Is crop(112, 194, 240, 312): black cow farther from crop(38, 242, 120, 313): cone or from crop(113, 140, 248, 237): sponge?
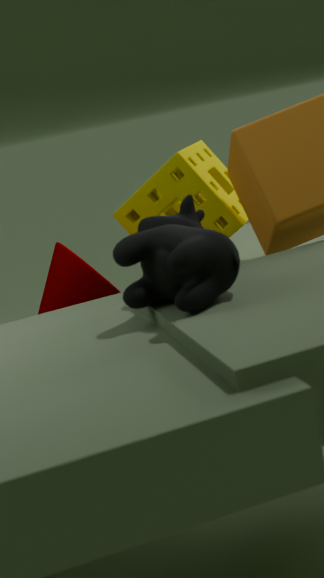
crop(113, 140, 248, 237): sponge
